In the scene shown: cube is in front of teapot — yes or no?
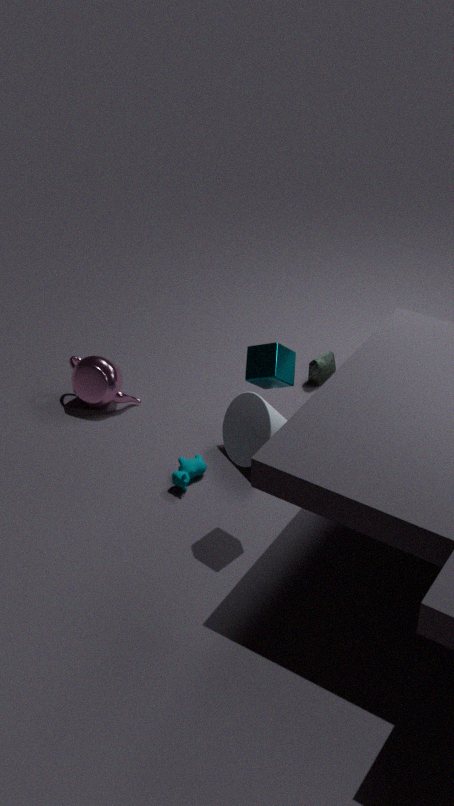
Yes
